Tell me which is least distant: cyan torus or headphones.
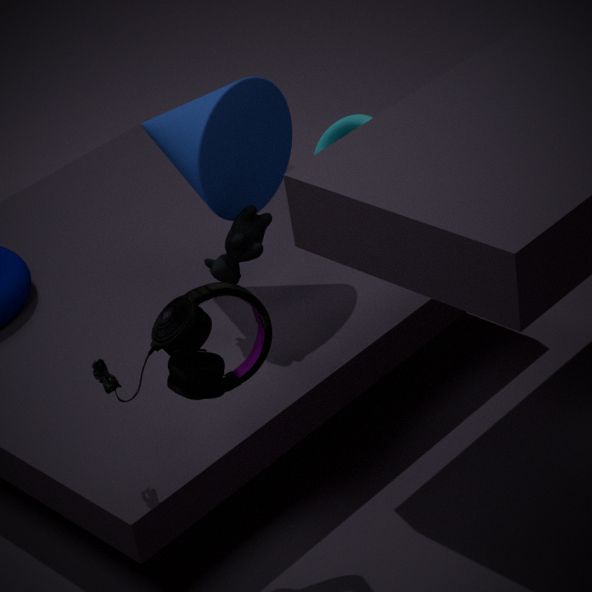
headphones
